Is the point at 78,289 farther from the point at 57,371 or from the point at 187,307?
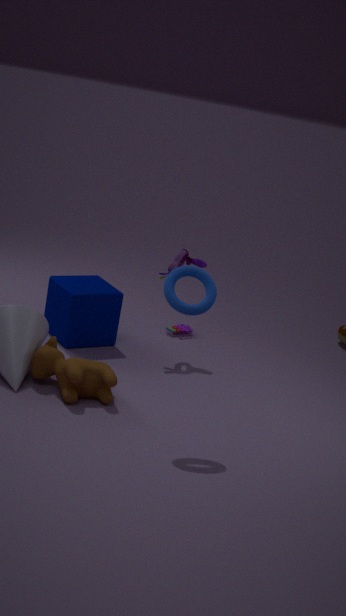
the point at 187,307
